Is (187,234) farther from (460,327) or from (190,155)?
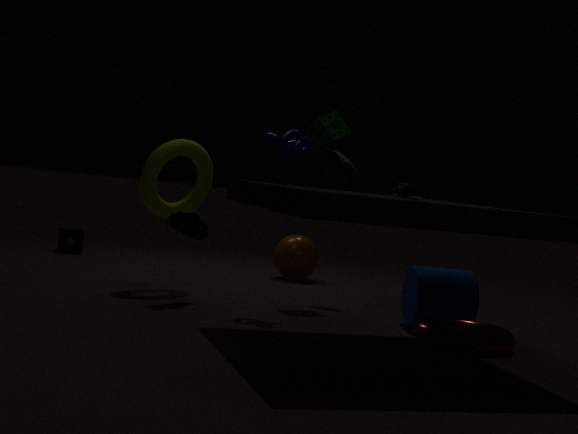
(460,327)
